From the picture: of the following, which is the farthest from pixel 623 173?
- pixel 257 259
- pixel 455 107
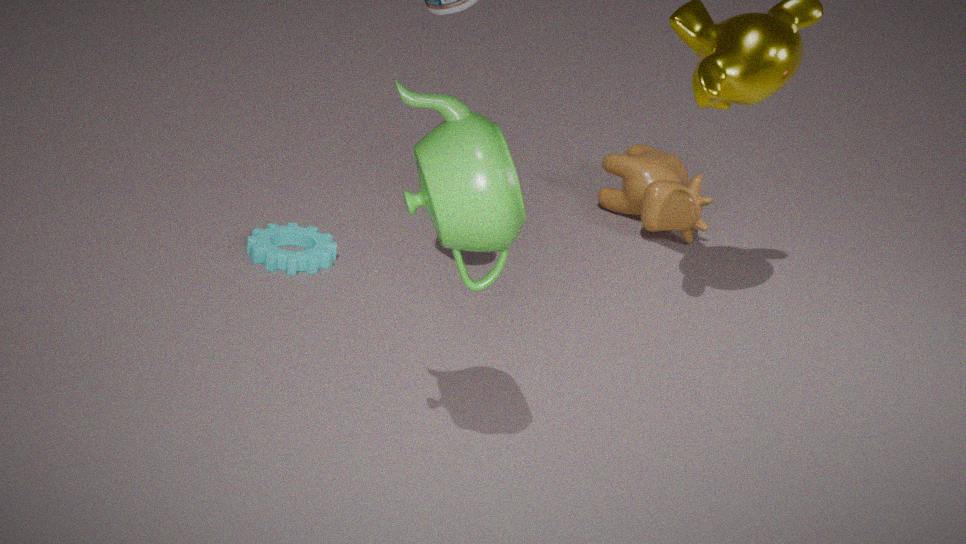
pixel 455 107
